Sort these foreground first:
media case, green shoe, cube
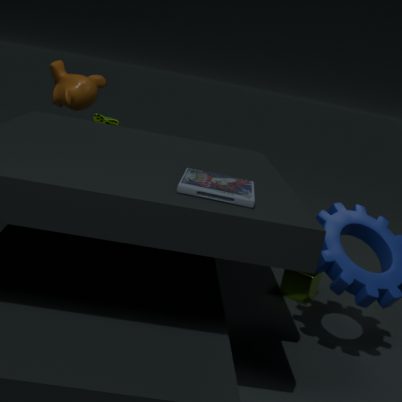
media case, cube, green shoe
